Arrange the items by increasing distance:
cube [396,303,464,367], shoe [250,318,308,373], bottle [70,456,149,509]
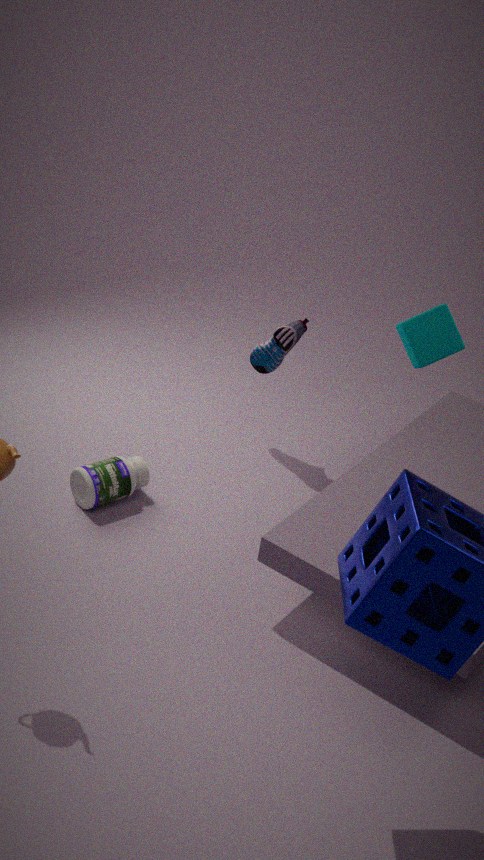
cube [396,303,464,367] < bottle [70,456,149,509] < shoe [250,318,308,373]
